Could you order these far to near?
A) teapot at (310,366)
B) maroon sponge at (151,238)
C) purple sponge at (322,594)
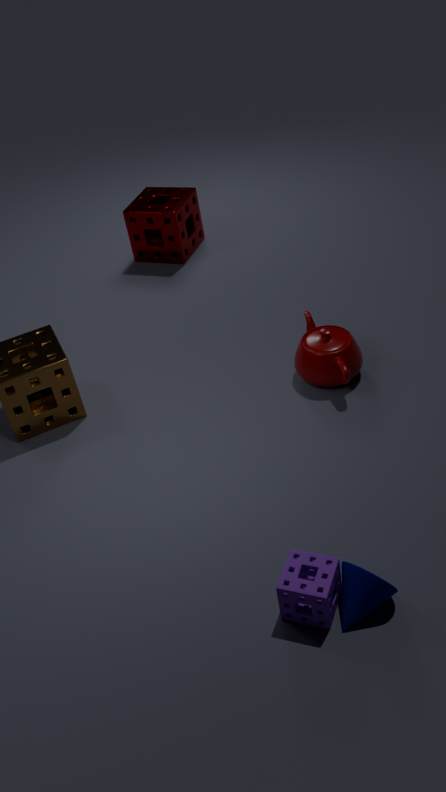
maroon sponge at (151,238), teapot at (310,366), purple sponge at (322,594)
